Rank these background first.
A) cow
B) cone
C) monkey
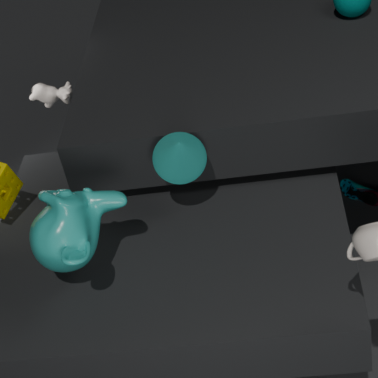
cow → cone → monkey
